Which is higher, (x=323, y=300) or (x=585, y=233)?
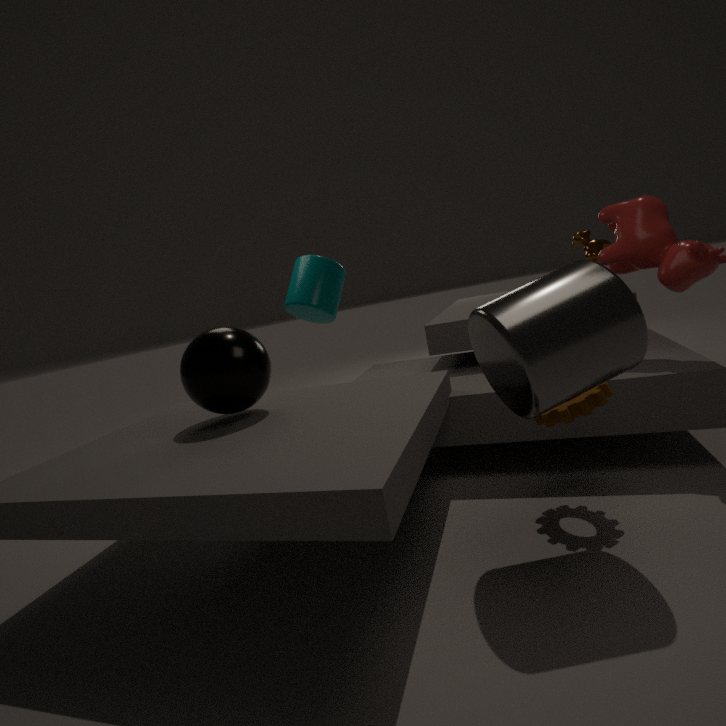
(x=323, y=300)
